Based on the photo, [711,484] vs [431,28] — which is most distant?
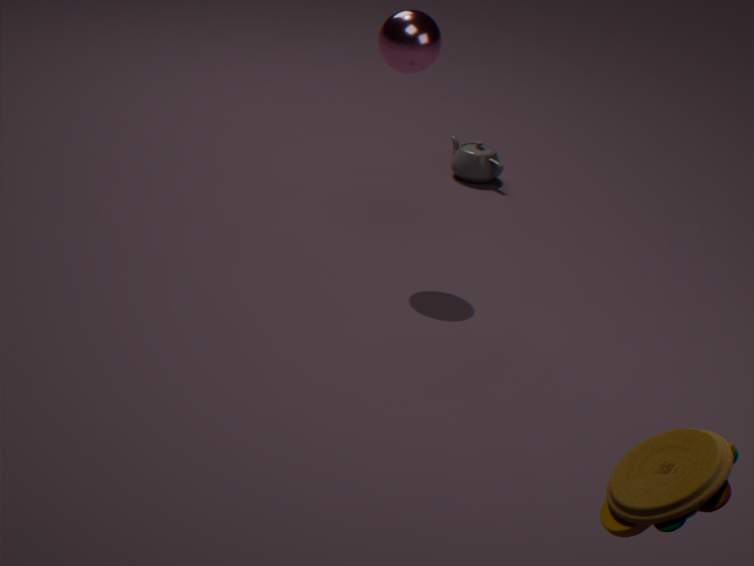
[431,28]
